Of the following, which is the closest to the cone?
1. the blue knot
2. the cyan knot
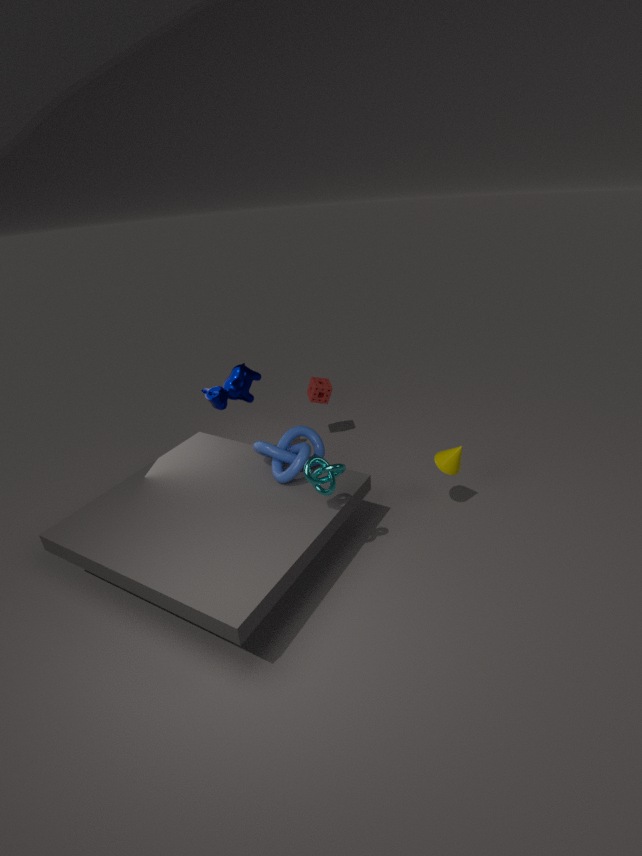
the blue knot
